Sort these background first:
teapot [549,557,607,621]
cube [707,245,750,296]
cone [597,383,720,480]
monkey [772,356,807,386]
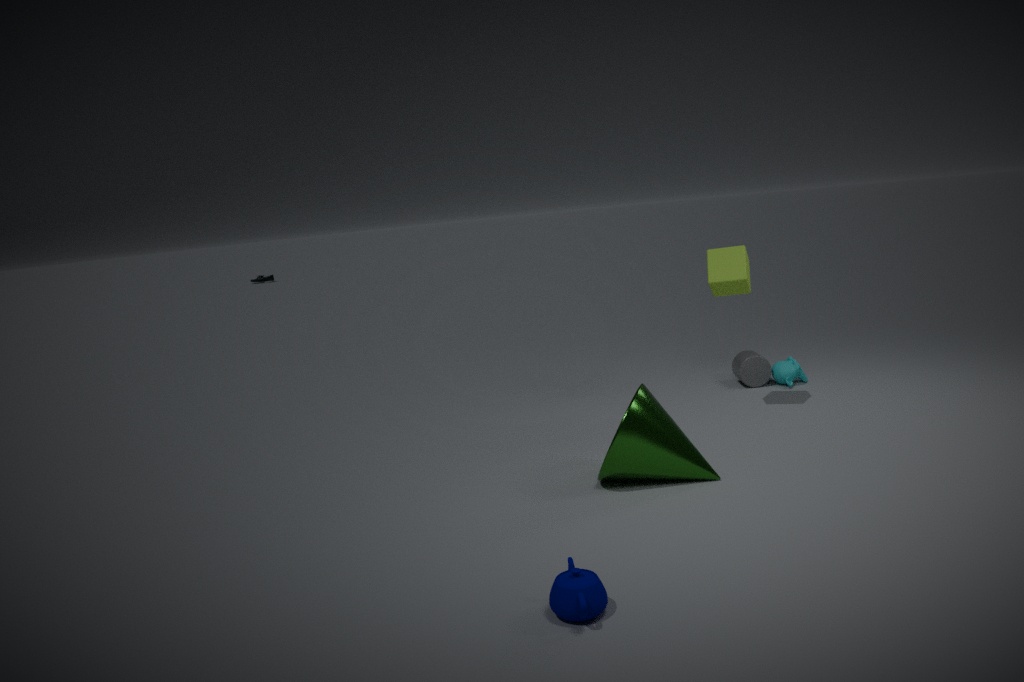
monkey [772,356,807,386] < cube [707,245,750,296] < cone [597,383,720,480] < teapot [549,557,607,621]
